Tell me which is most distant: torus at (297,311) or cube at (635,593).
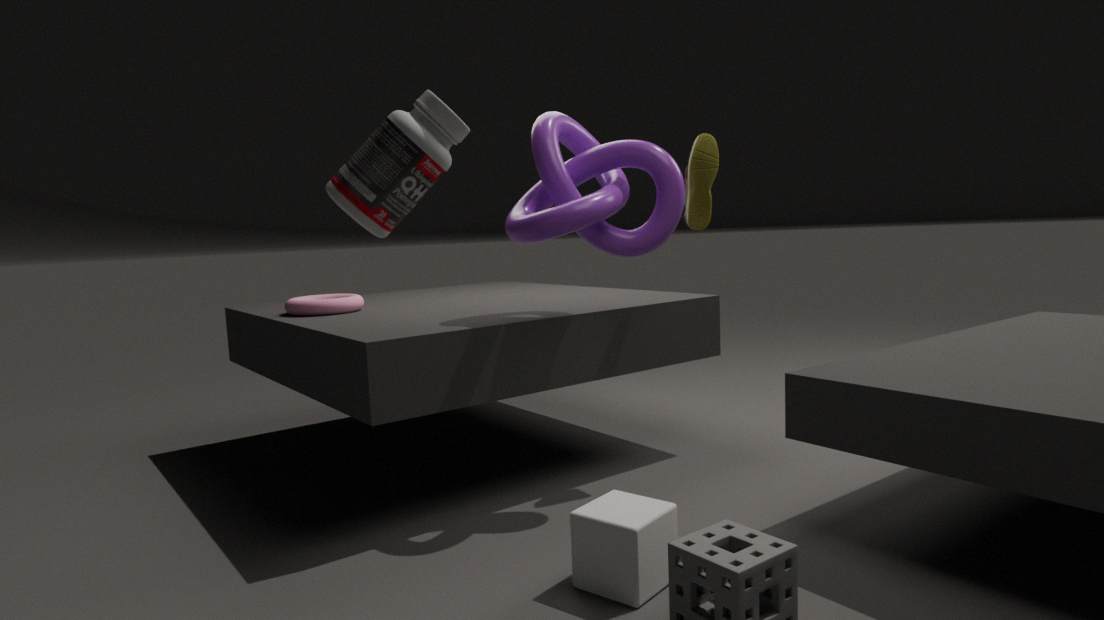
torus at (297,311)
